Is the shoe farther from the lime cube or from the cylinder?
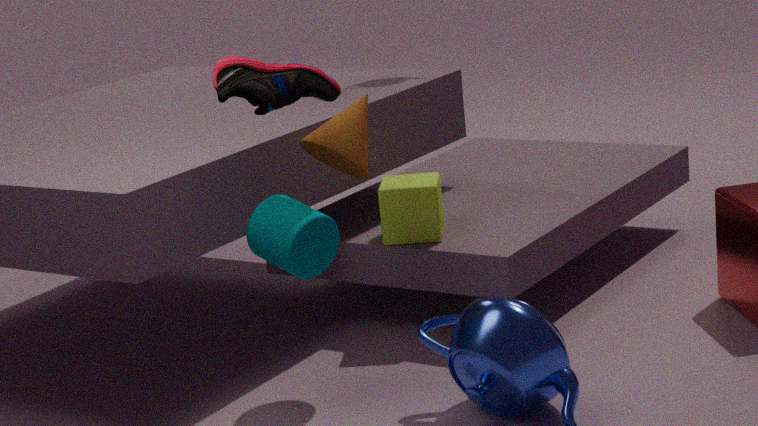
the lime cube
